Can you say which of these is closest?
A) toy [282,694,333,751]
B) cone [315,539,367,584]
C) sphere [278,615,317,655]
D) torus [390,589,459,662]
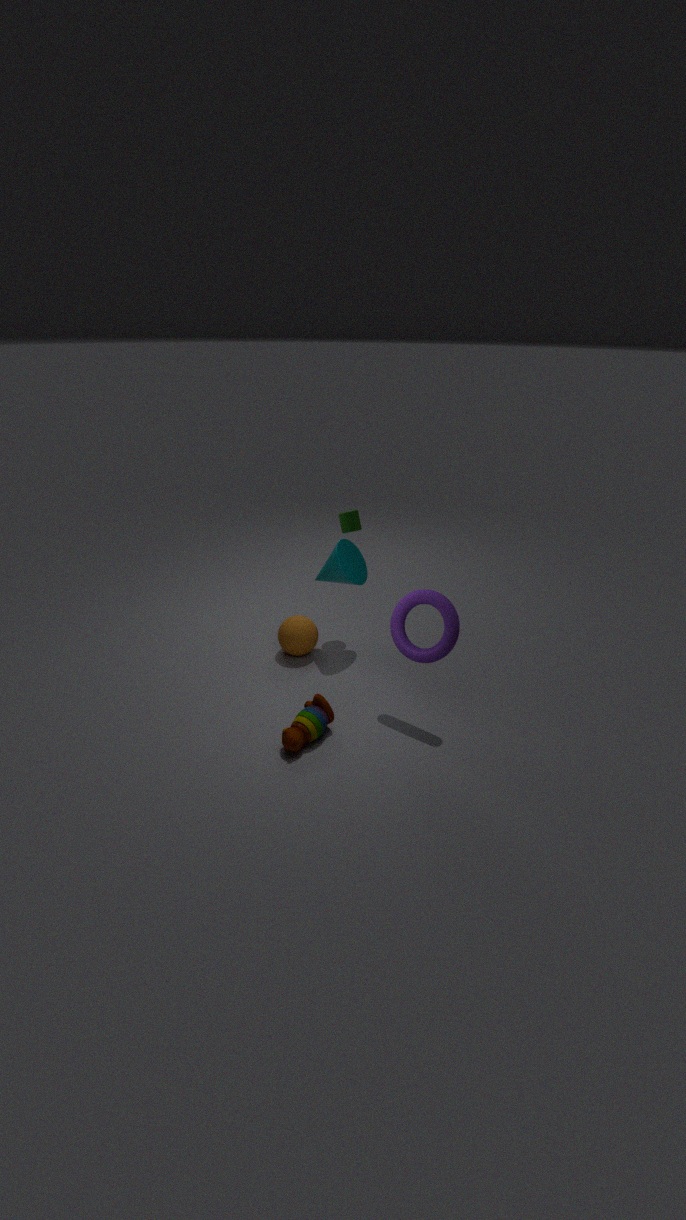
toy [282,694,333,751]
